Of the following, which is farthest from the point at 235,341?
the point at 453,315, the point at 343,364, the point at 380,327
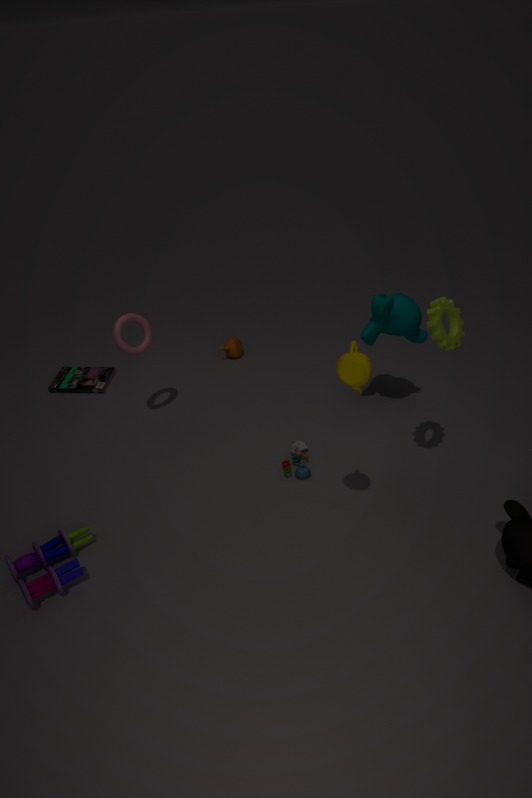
the point at 343,364
